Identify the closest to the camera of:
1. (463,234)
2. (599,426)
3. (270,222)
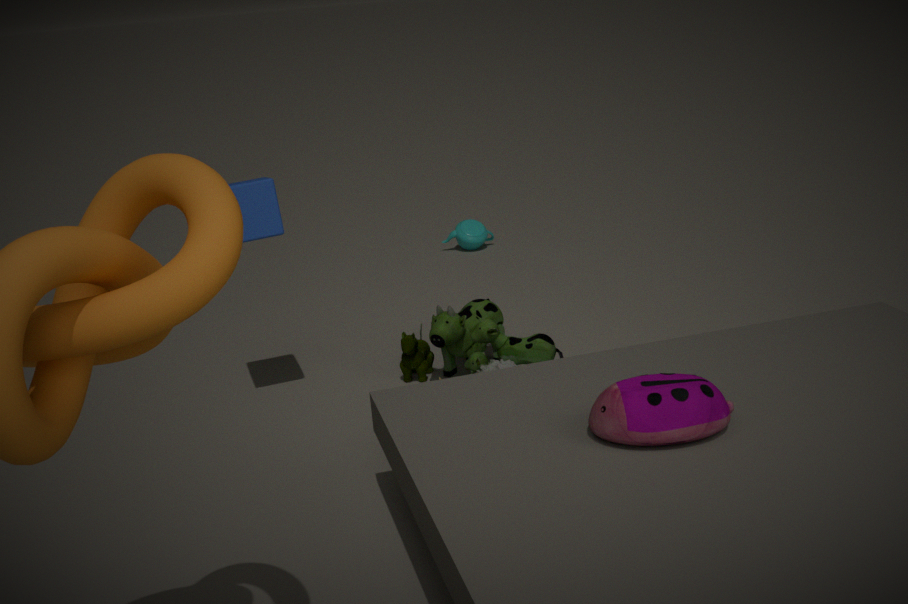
(599,426)
